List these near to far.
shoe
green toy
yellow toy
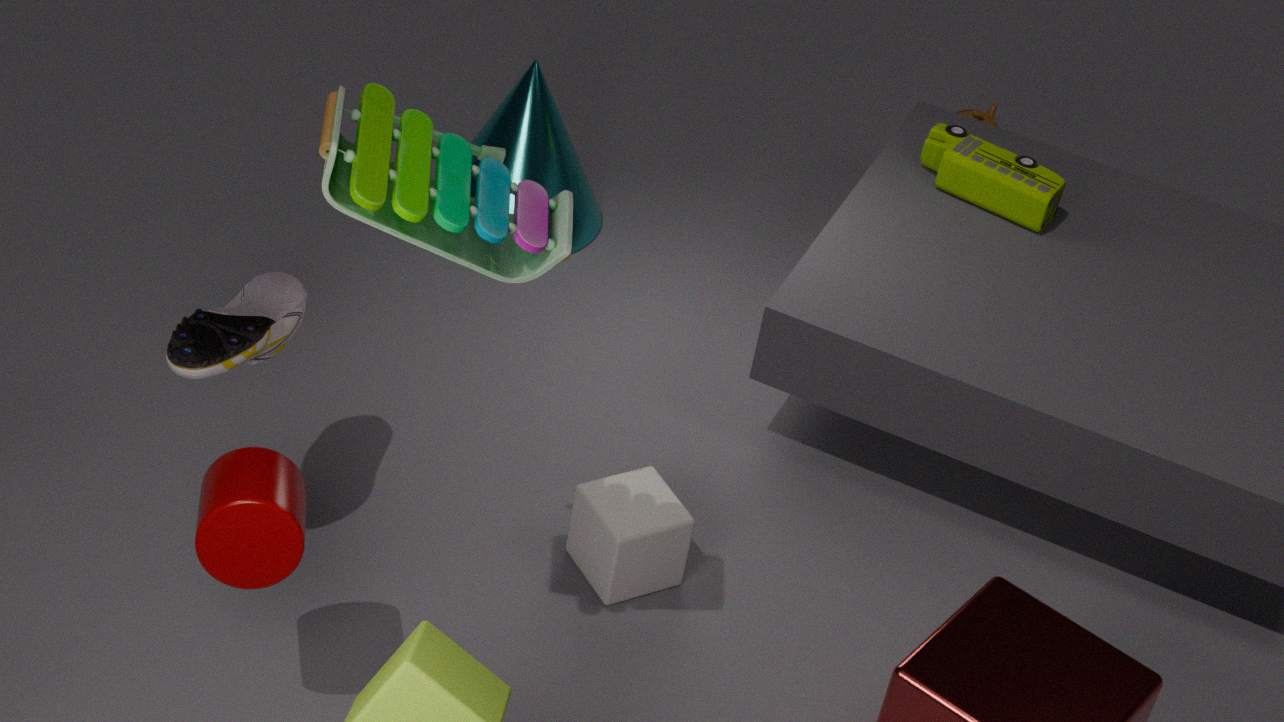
green toy
shoe
yellow toy
